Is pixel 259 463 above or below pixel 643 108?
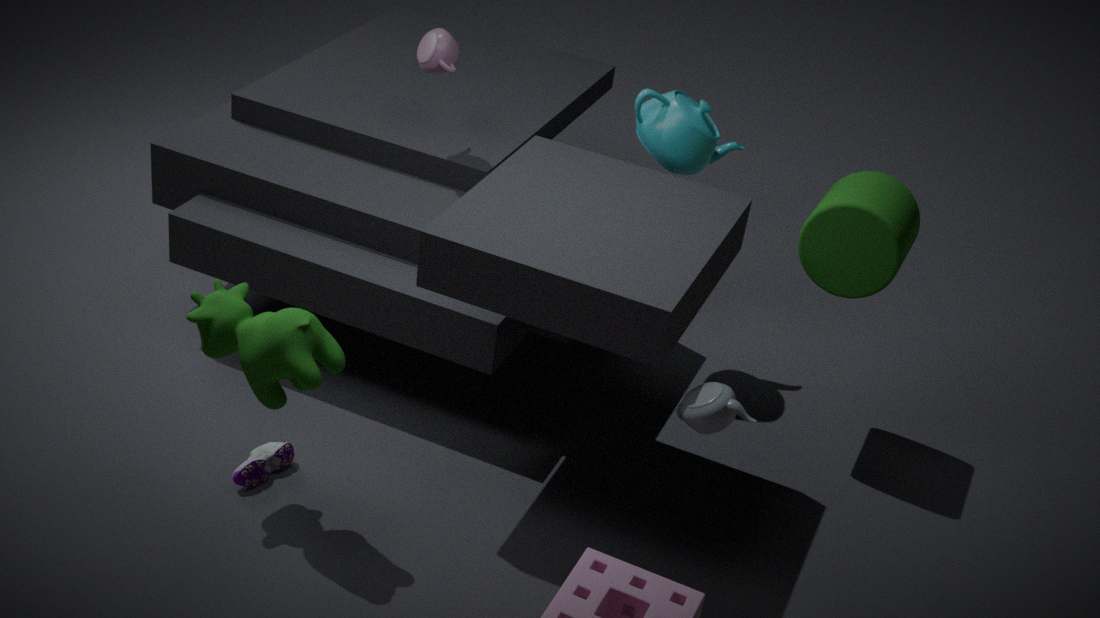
below
